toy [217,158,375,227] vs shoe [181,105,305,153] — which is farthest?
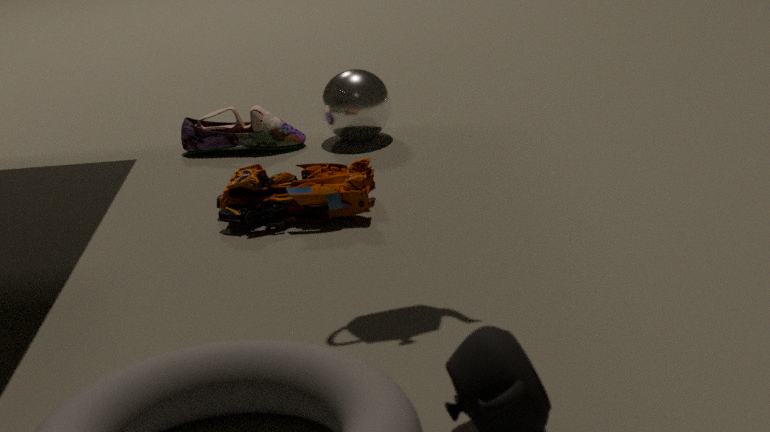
shoe [181,105,305,153]
